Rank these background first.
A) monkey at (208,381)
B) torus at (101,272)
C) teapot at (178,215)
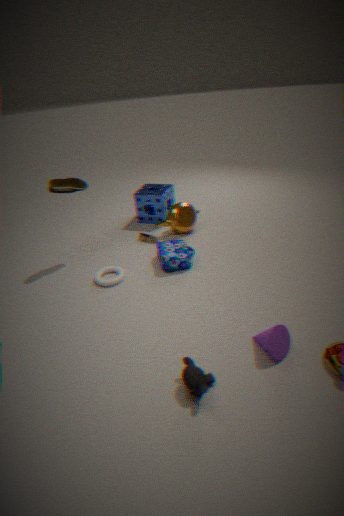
teapot at (178,215) < torus at (101,272) < monkey at (208,381)
